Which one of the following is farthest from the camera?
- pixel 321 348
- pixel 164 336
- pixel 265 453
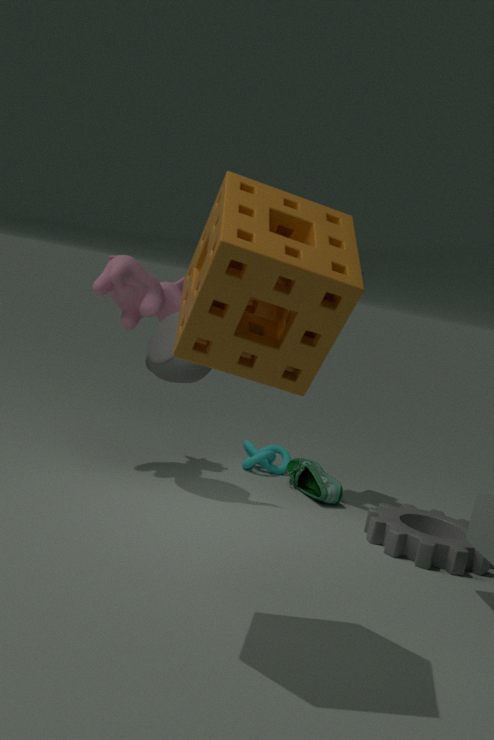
pixel 265 453
